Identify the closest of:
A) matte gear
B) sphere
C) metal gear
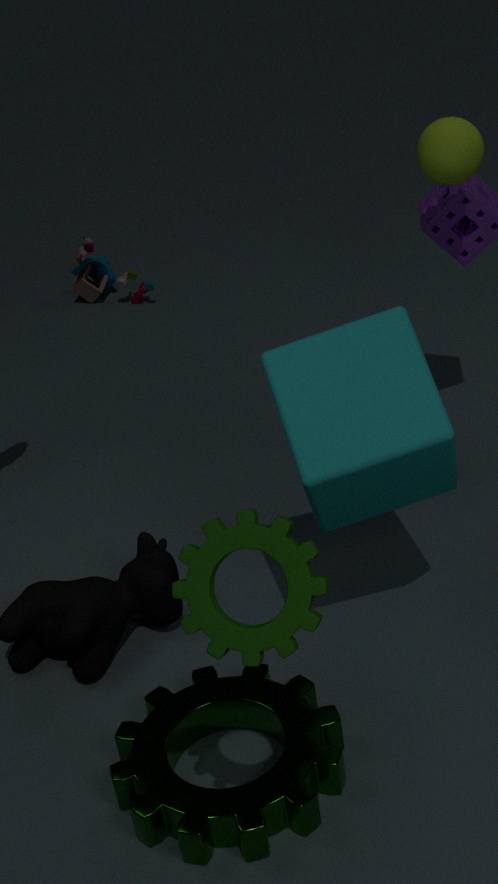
matte gear
